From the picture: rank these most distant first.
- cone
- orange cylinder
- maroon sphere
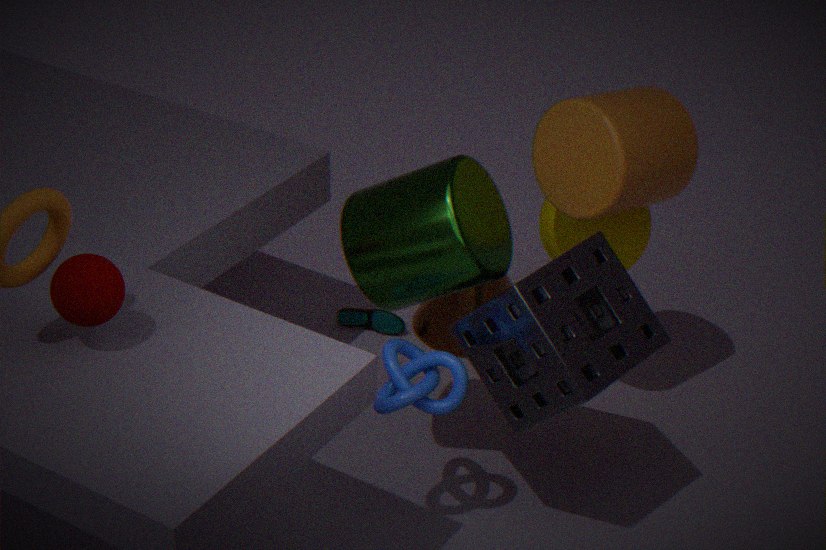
cone
orange cylinder
maroon sphere
